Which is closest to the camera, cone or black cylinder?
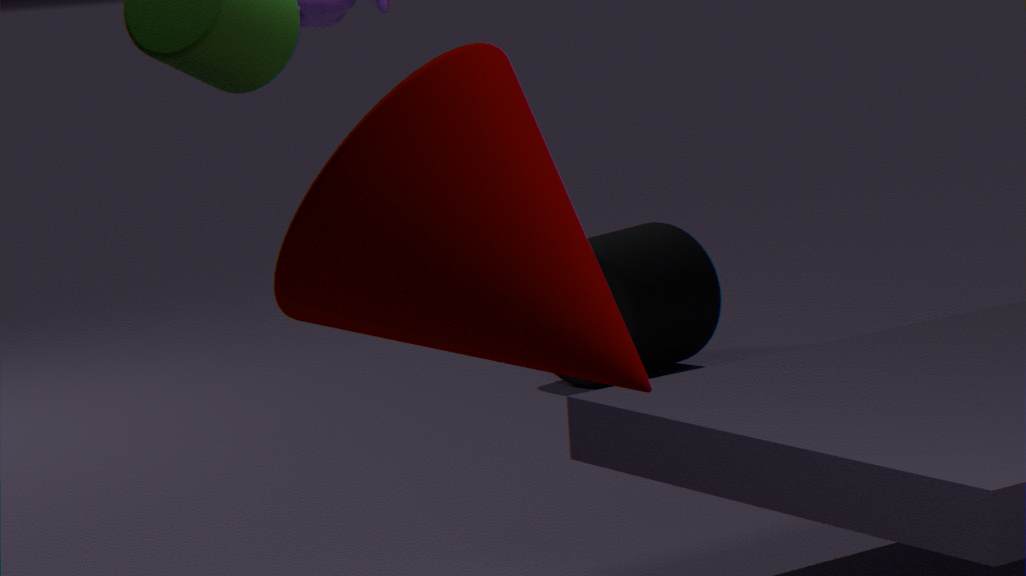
cone
